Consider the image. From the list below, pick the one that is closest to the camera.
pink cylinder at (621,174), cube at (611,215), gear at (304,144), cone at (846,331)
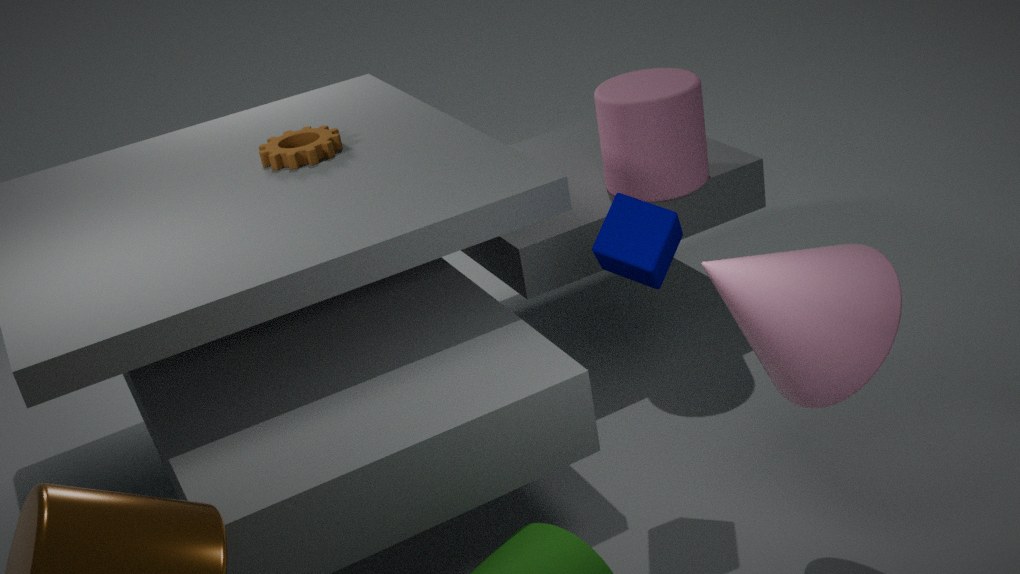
cone at (846,331)
